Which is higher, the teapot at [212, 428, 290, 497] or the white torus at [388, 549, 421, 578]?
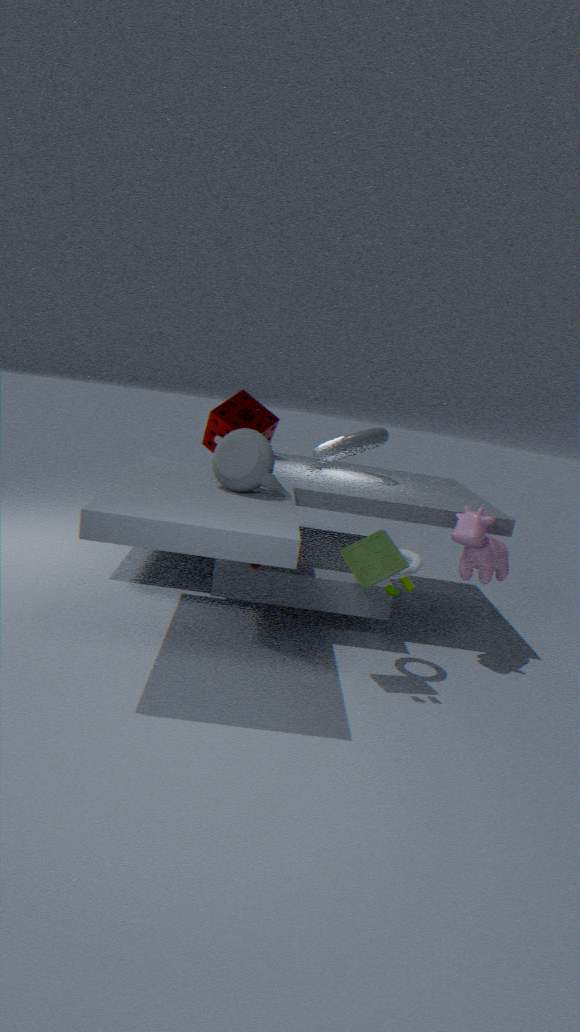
the teapot at [212, 428, 290, 497]
